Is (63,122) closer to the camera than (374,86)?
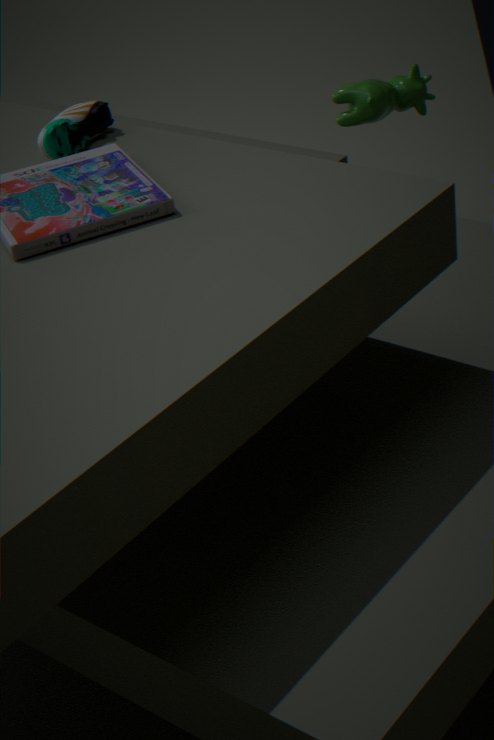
Yes
